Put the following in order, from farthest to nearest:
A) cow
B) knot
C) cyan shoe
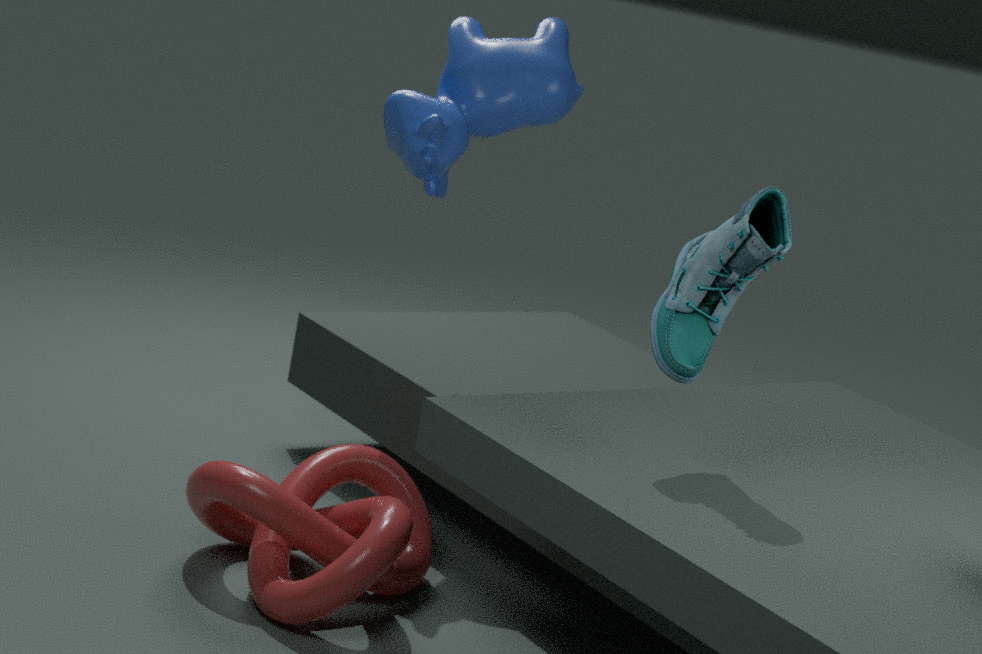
1. cow
2. knot
3. cyan shoe
